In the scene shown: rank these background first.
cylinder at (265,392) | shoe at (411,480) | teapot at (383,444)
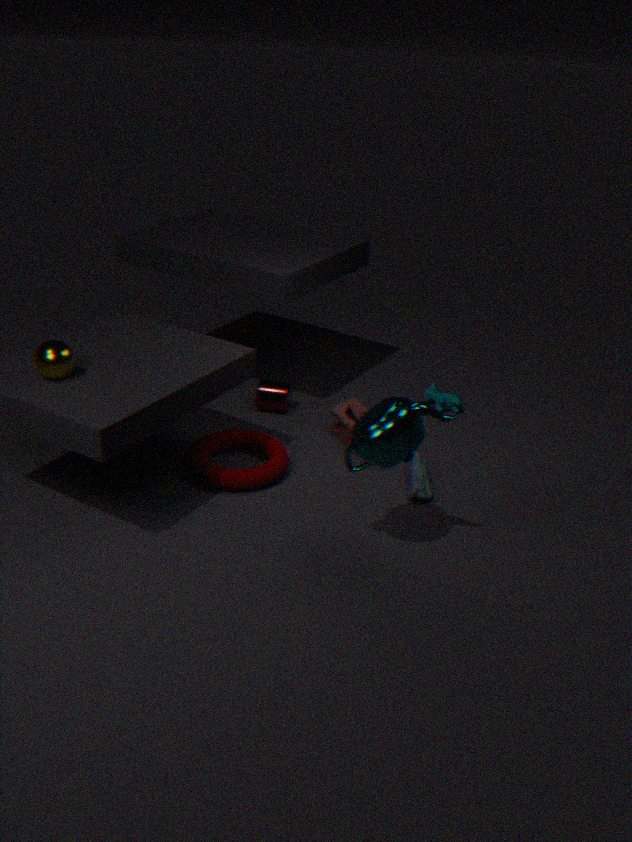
cylinder at (265,392) < shoe at (411,480) < teapot at (383,444)
